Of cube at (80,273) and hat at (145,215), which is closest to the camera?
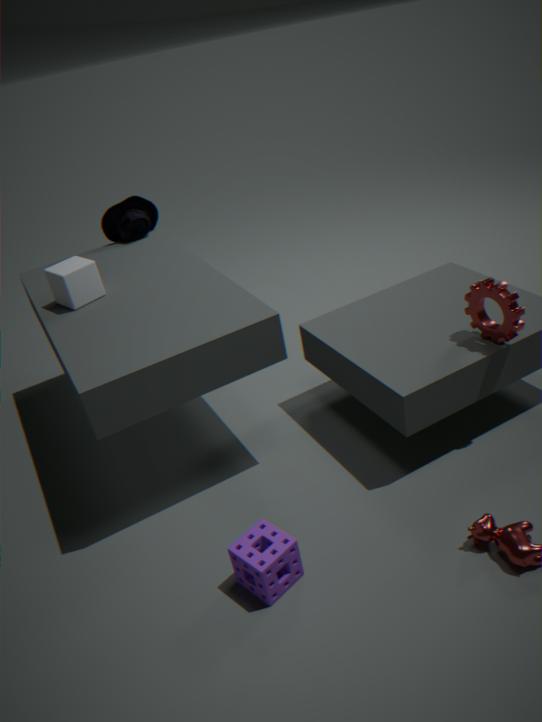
cube at (80,273)
